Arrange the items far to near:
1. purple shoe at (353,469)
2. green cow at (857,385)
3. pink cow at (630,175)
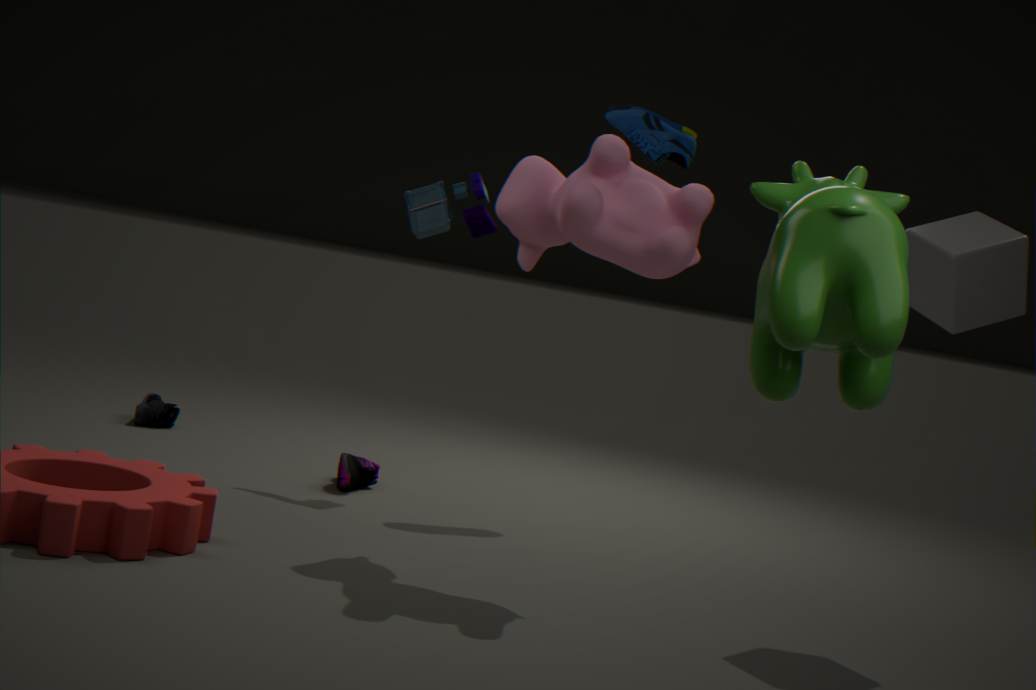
purple shoe at (353,469)
pink cow at (630,175)
green cow at (857,385)
